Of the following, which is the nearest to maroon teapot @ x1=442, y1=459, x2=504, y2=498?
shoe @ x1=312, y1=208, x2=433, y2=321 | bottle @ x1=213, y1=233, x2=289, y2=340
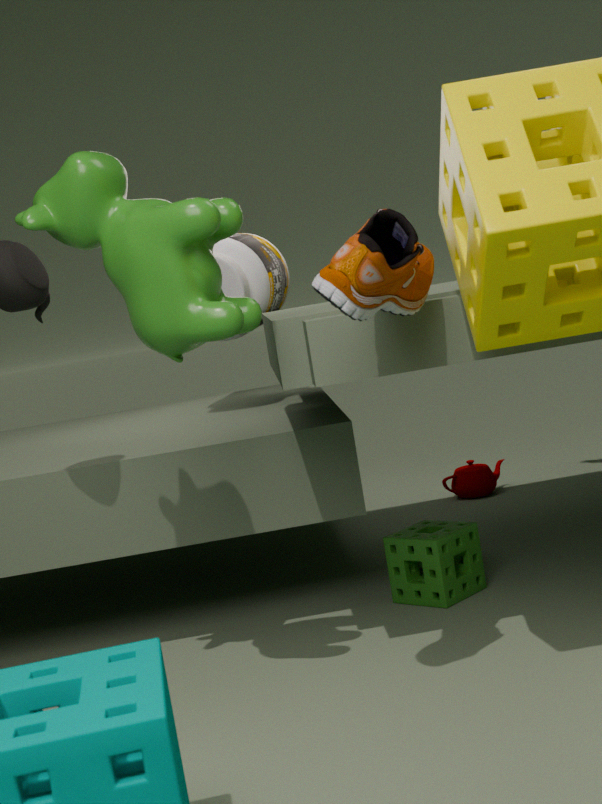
bottle @ x1=213, y1=233, x2=289, y2=340
